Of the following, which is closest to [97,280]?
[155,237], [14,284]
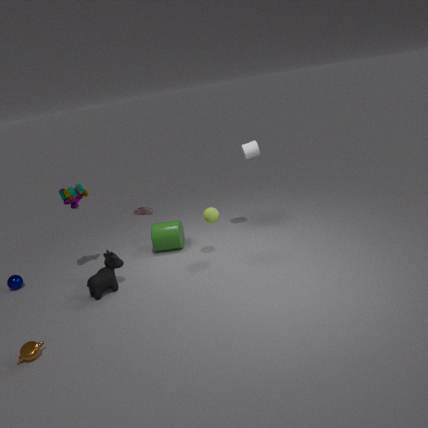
[155,237]
